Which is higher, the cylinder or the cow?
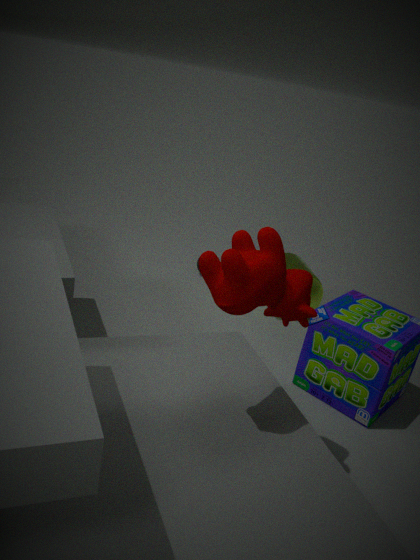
the cow
